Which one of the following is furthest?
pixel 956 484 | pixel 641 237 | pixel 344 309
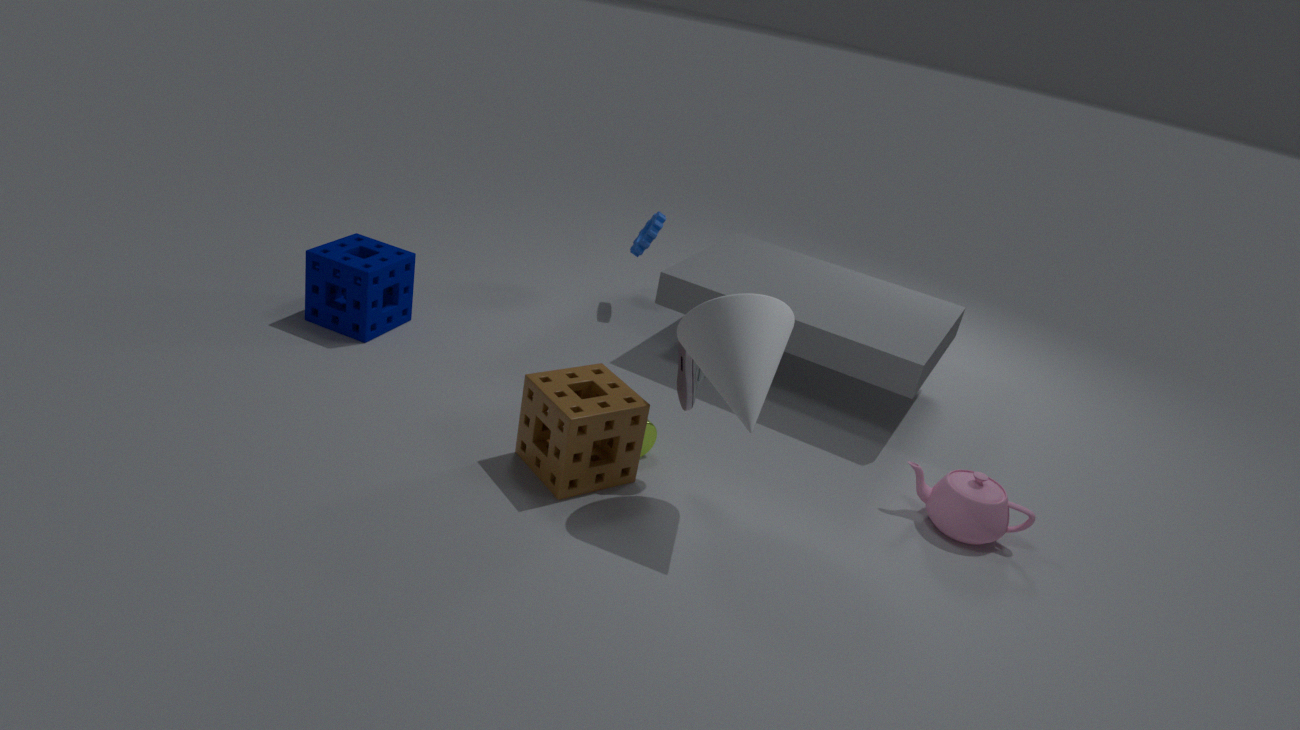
pixel 641 237
